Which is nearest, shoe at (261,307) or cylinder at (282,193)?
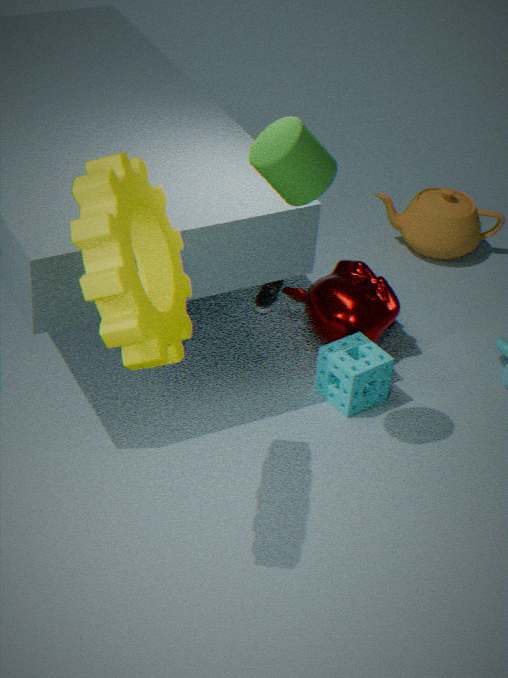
cylinder at (282,193)
